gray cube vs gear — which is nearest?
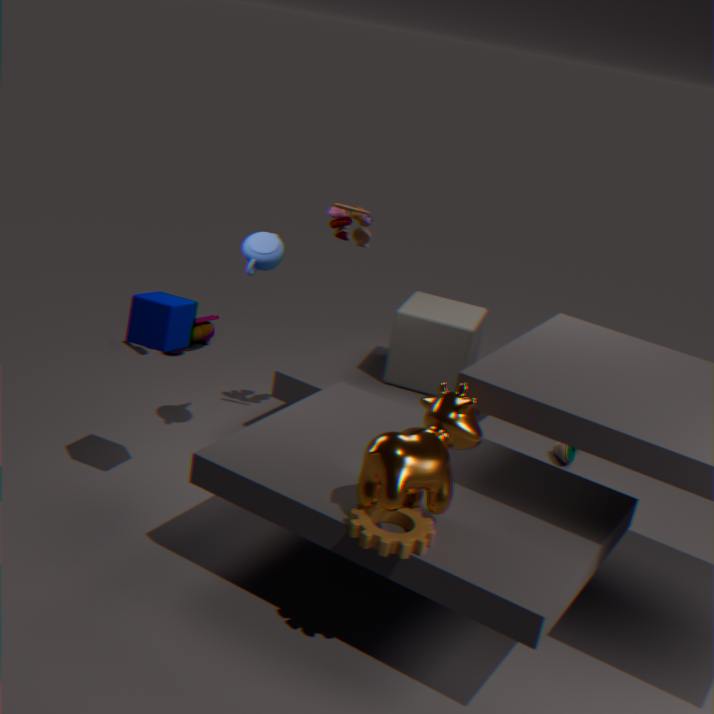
gear
